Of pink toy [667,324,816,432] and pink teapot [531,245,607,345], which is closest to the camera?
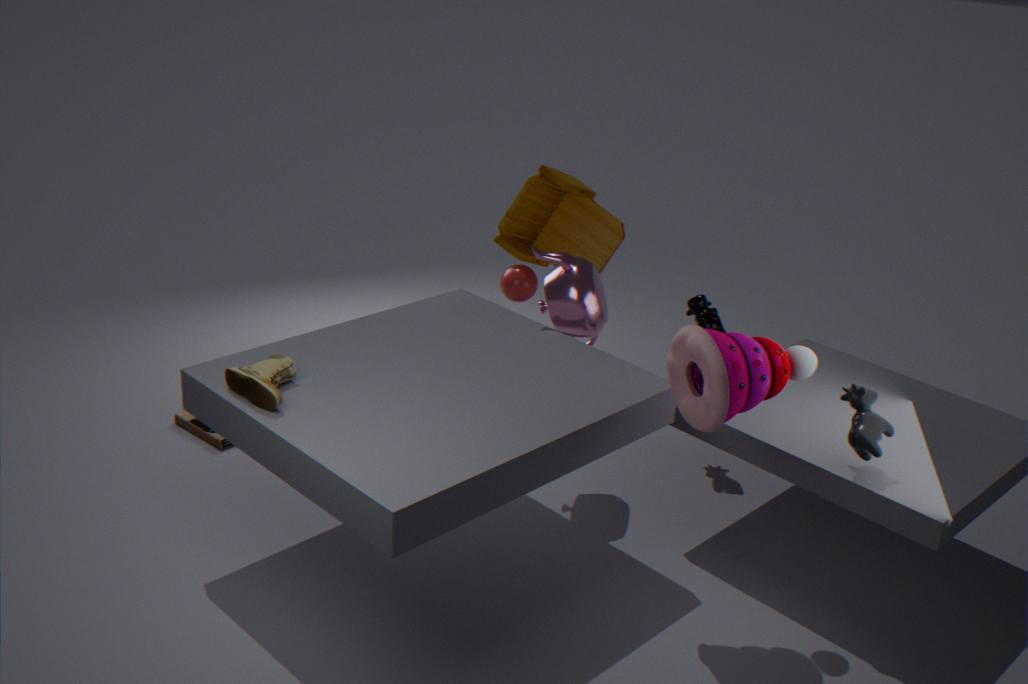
pink toy [667,324,816,432]
